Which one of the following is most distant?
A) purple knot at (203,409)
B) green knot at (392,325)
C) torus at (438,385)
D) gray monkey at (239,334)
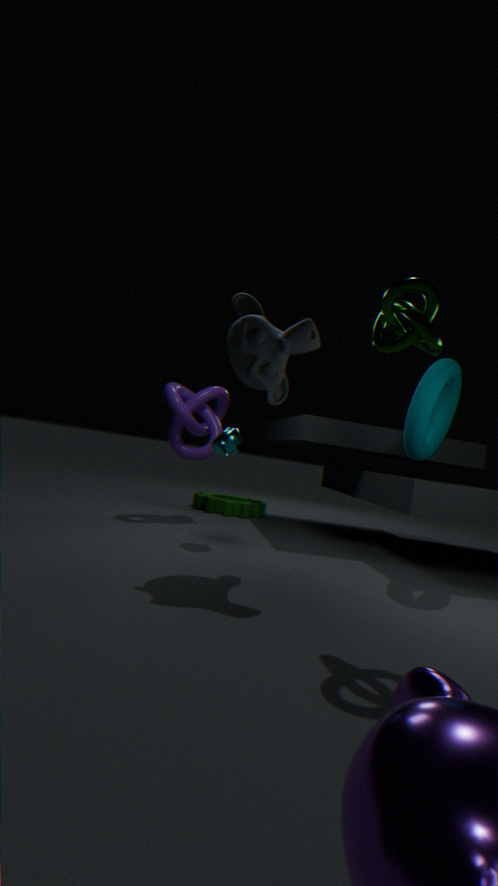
purple knot at (203,409)
